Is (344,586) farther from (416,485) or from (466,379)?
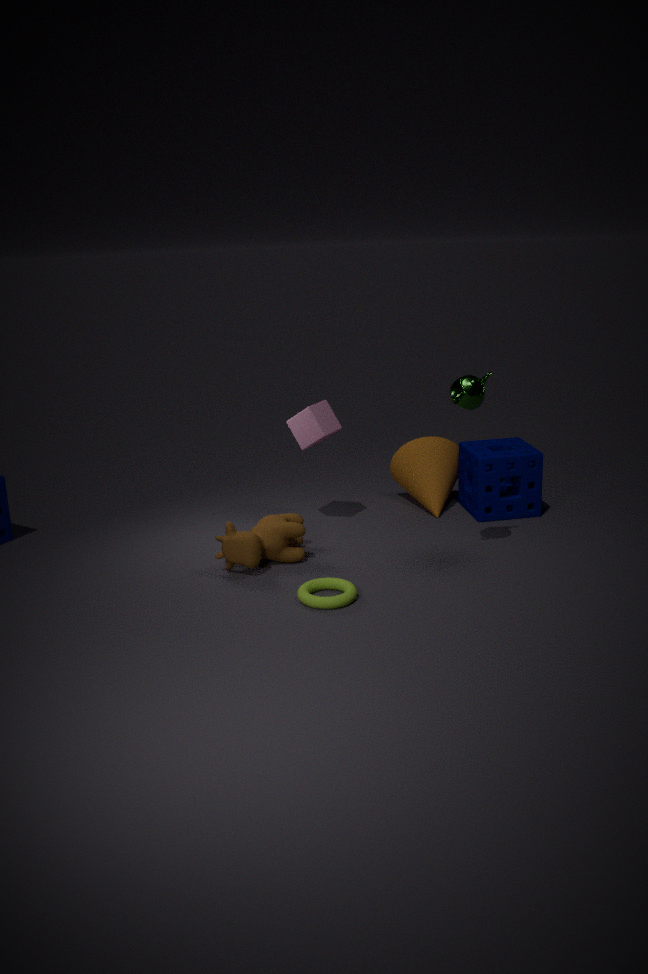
(416,485)
